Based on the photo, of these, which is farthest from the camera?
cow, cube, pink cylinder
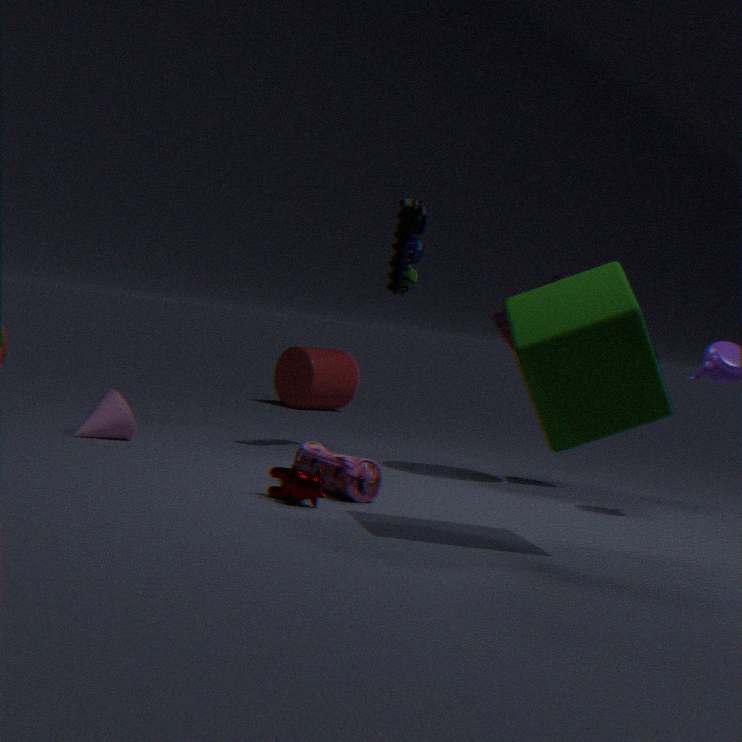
pink cylinder
